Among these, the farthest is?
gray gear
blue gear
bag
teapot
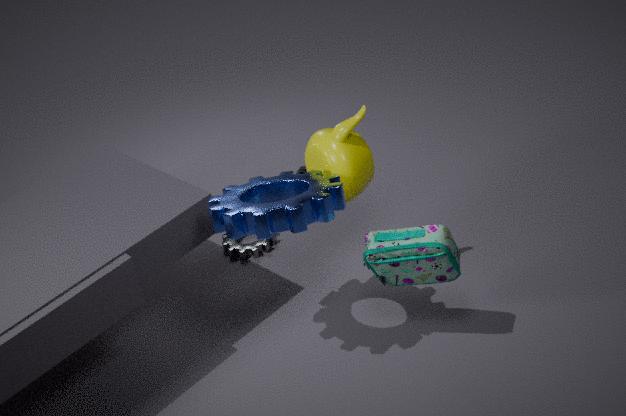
gray gear
